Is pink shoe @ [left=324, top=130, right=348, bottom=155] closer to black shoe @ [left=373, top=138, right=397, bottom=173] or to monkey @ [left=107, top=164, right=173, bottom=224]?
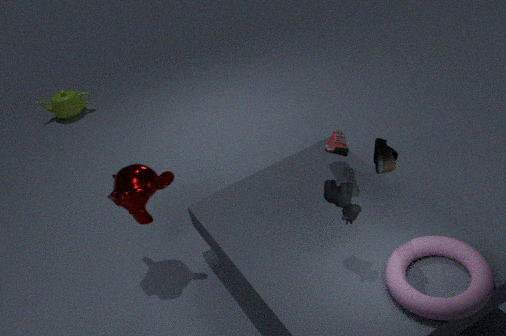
black shoe @ [left=373, top=138, right=397, bottom=173]
